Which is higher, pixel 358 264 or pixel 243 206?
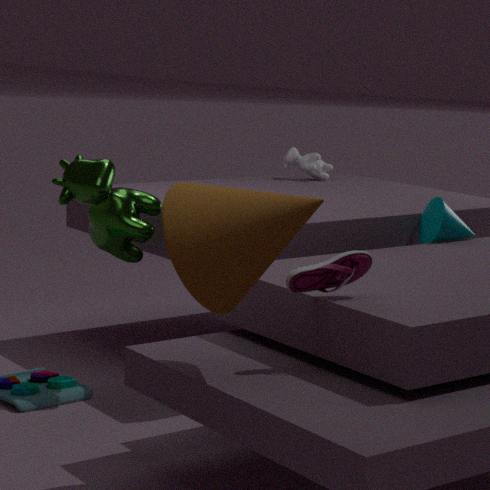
pixel 243 206
